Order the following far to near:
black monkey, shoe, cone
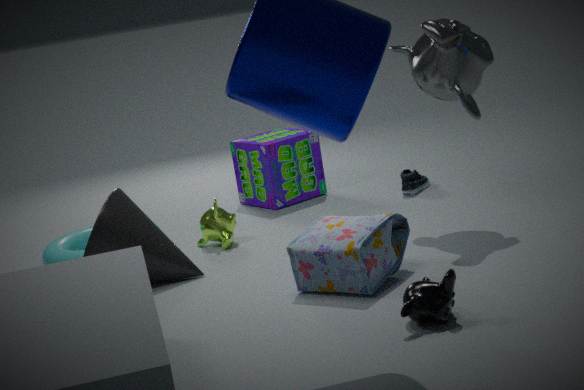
1. shoe
2. cone
3. black monkey
